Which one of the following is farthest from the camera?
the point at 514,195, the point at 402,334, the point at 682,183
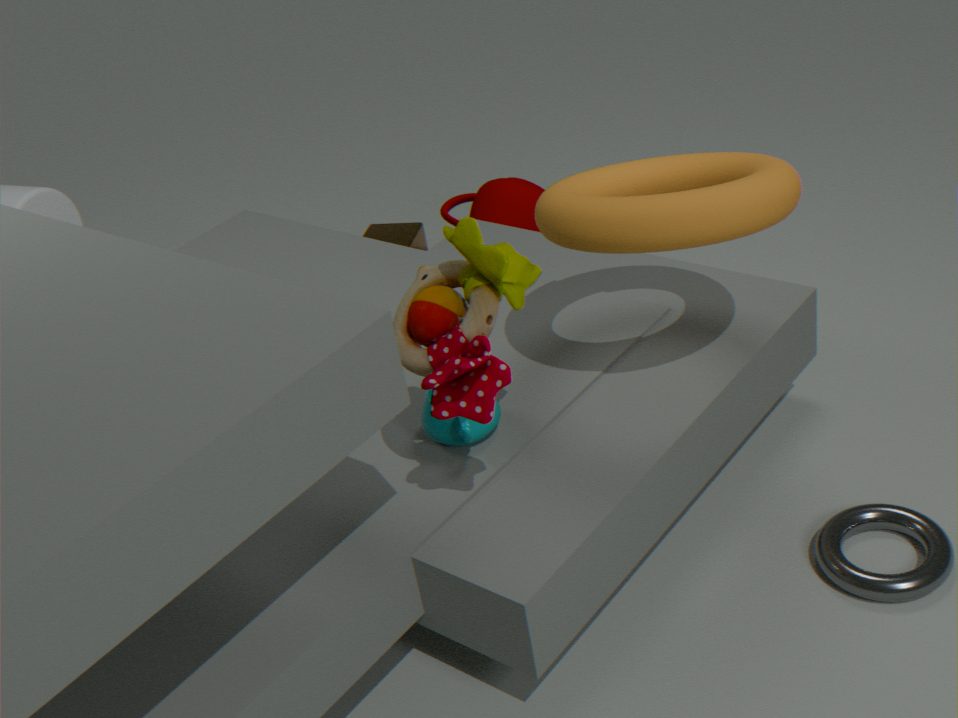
the point at 514,195
